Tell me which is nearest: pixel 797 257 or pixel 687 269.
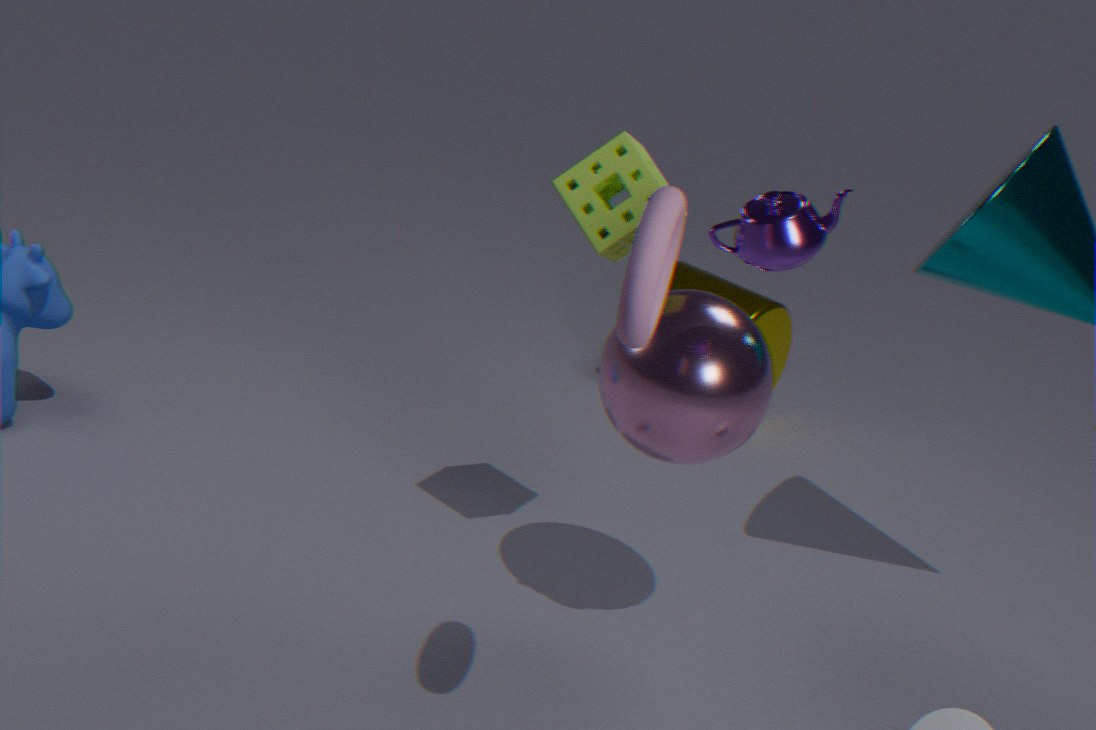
pixel 797 257
